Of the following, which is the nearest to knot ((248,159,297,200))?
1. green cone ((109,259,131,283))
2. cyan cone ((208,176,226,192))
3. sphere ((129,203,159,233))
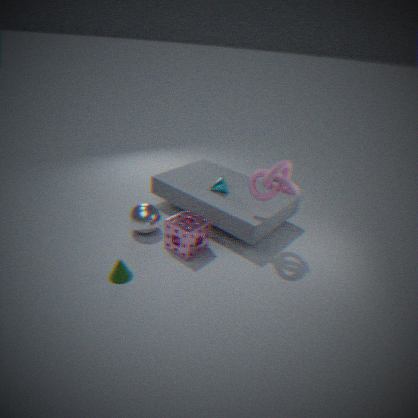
cyan cone ((208,176,226,192))
